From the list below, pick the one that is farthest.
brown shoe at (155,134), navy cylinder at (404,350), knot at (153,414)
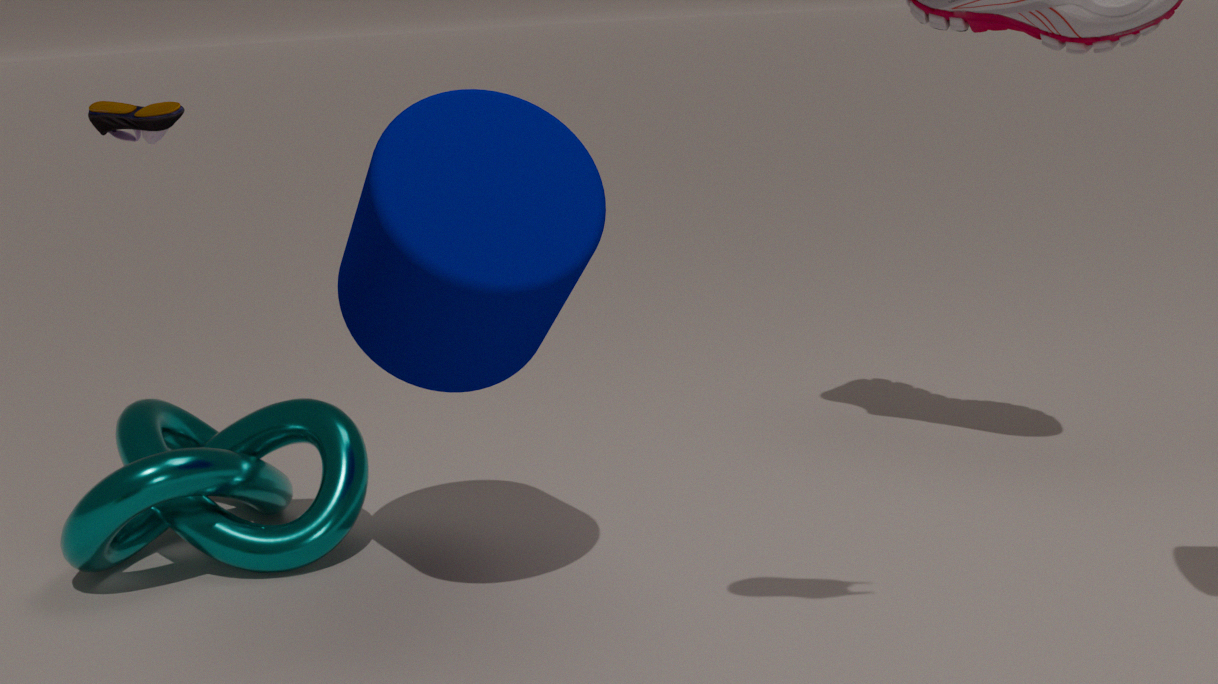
knot at (153,414)
